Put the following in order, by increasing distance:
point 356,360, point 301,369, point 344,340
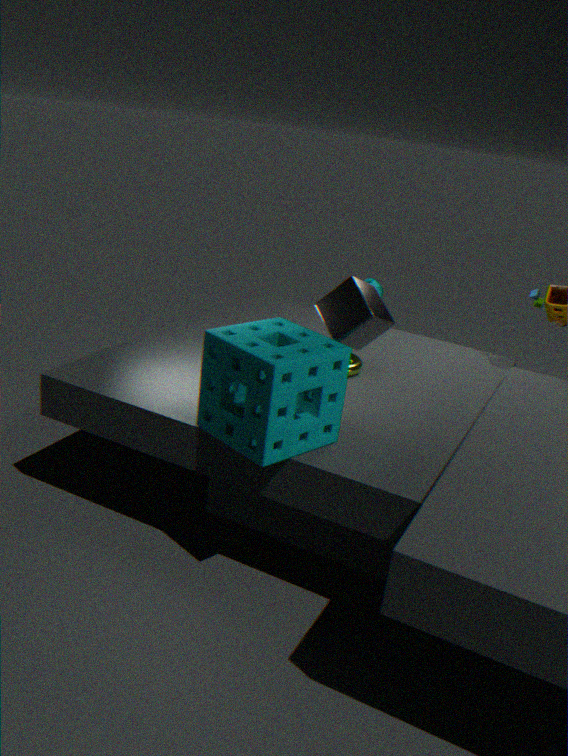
point 301,369, point 344,340, point 356,360
